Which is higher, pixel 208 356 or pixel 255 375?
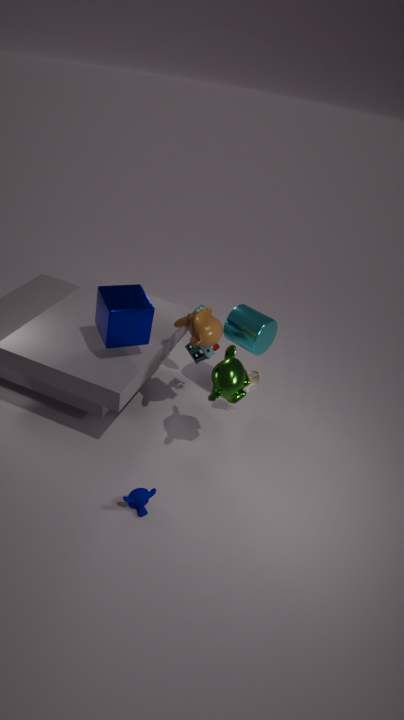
pixel 208 356
